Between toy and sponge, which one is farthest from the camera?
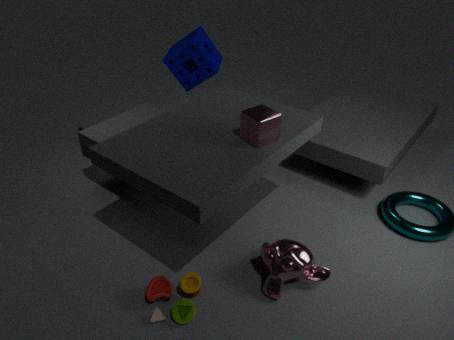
sponge
